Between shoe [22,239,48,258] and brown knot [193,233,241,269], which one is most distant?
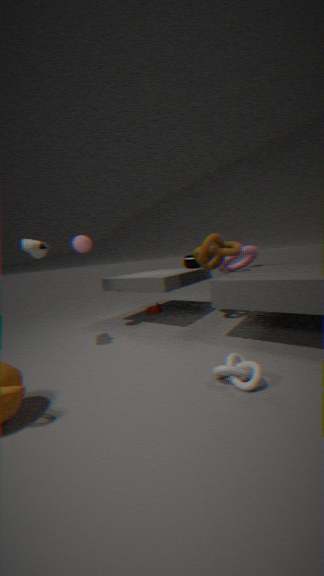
brown knot [193,233,241,269]
